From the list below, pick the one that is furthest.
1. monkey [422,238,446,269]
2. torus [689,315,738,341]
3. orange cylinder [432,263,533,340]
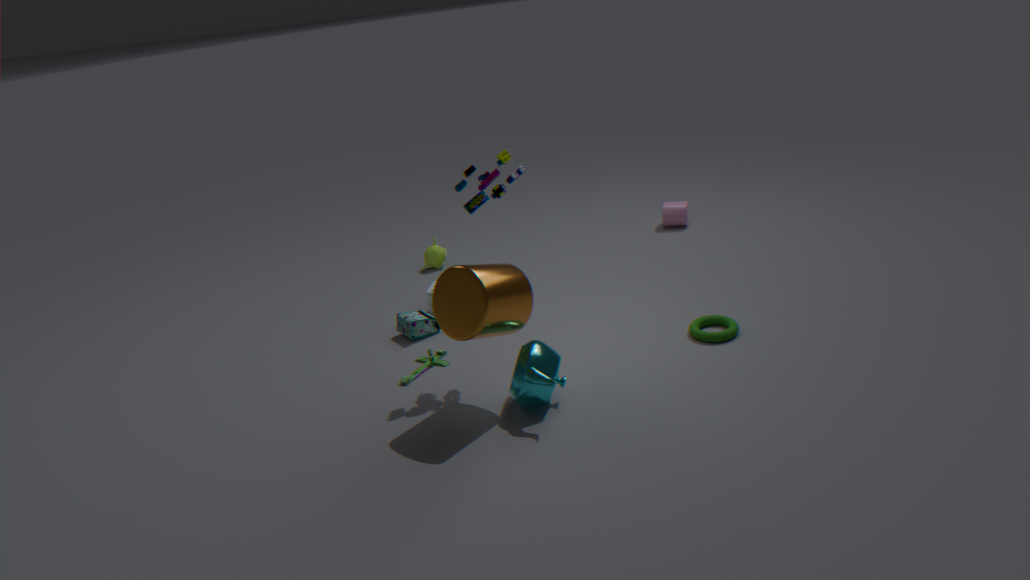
monkey [422,238,446,269]
